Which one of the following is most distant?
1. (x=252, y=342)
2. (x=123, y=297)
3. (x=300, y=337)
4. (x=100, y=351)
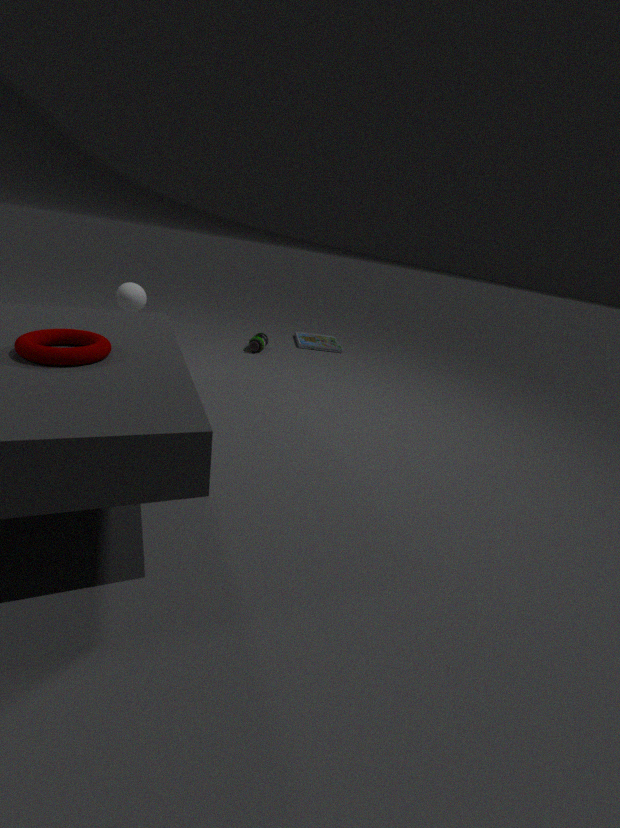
(x=300, y=337)
